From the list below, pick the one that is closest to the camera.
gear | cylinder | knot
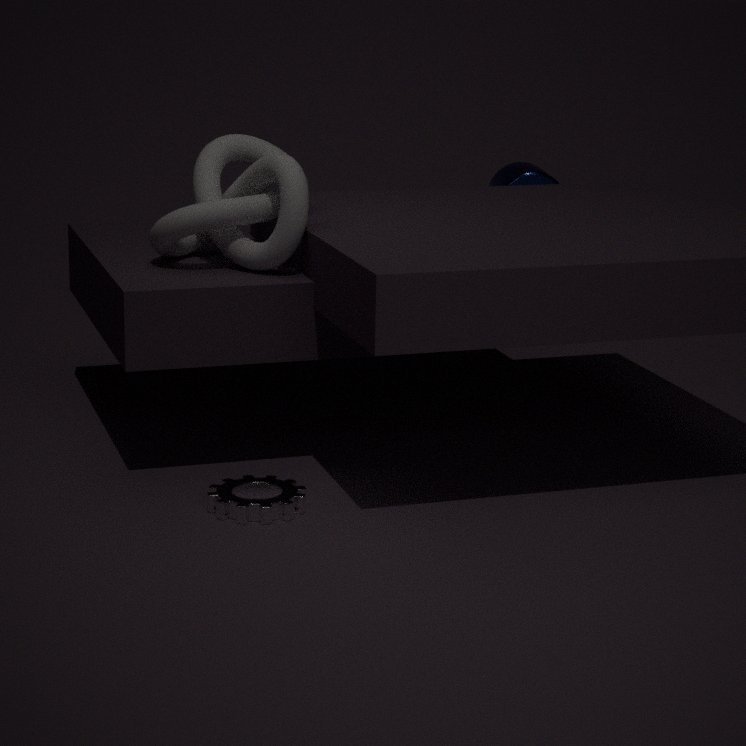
gear
